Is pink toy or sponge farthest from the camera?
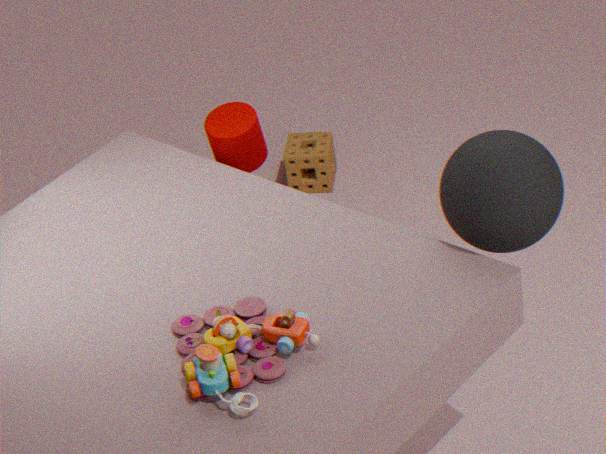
sponge
